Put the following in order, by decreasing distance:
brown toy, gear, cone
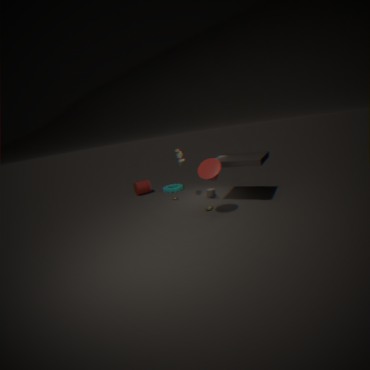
1. gear
2. brown toy
3. cone
